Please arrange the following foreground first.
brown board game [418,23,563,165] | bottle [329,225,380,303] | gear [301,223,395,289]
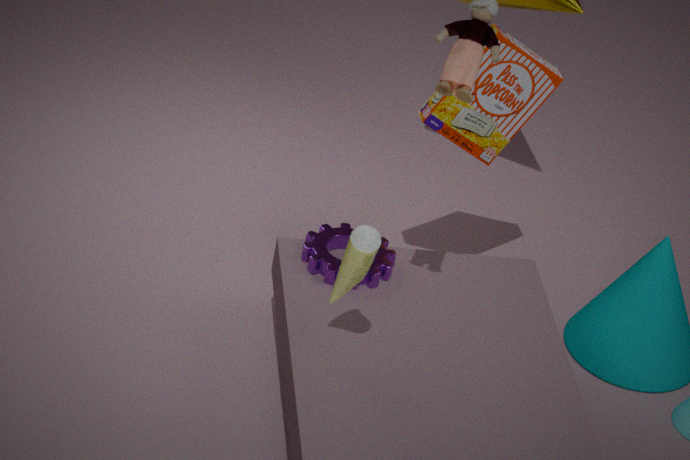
bottle [329,225,380,303] → gear [301,223,395,289] → brown board game [418,23,563,165]
